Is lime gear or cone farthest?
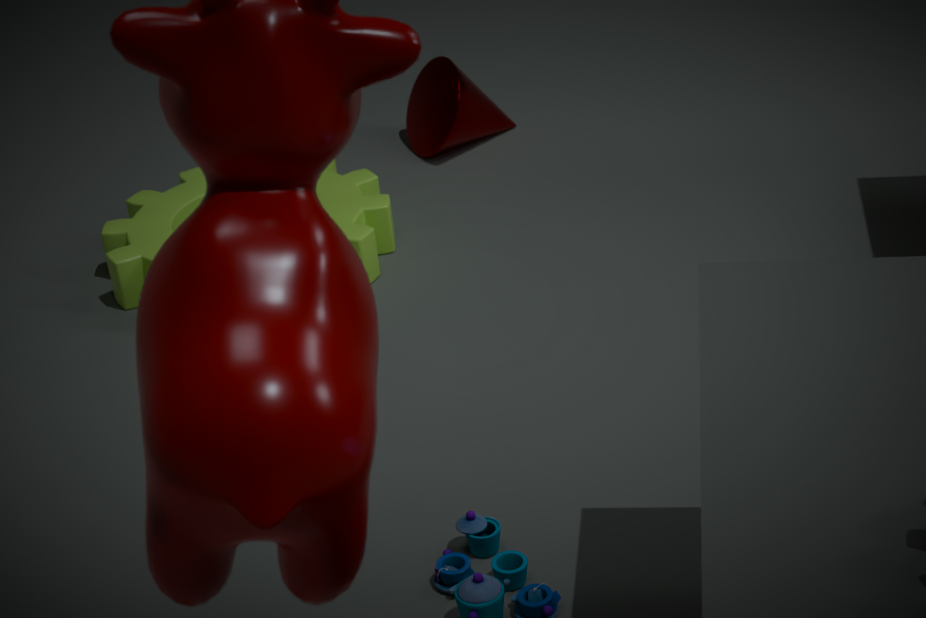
cone
